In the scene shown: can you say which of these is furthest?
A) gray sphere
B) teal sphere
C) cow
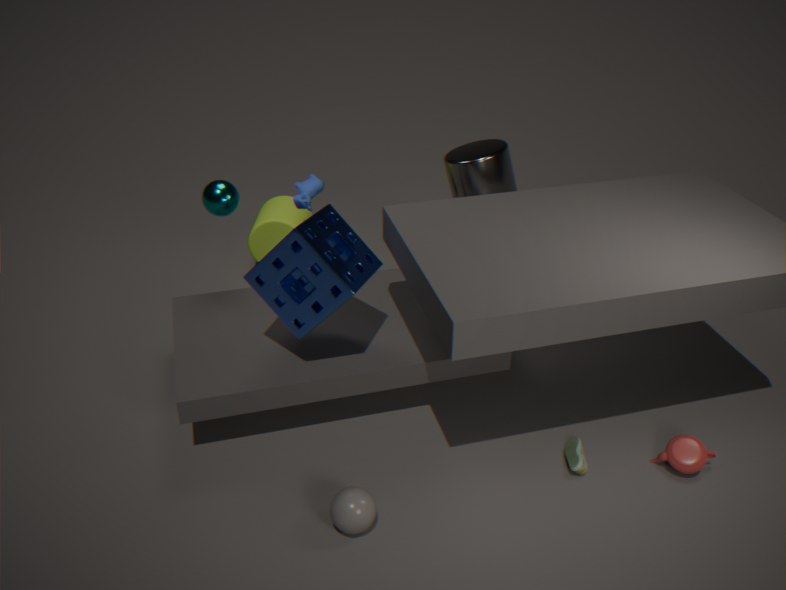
C. cow
